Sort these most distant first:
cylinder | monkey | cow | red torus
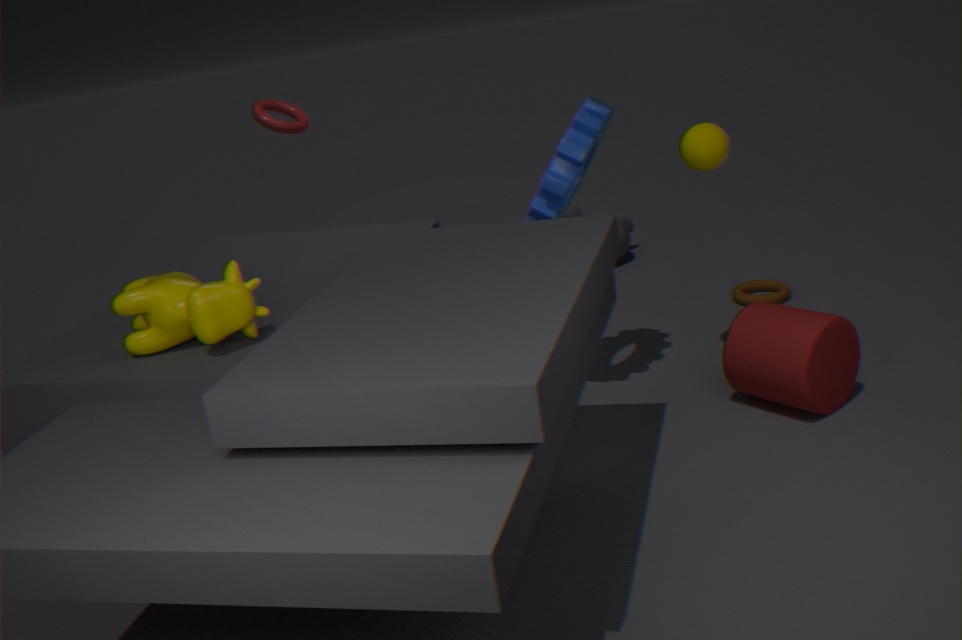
1. monkey
2. red torus
3. cylinder
4. cow
